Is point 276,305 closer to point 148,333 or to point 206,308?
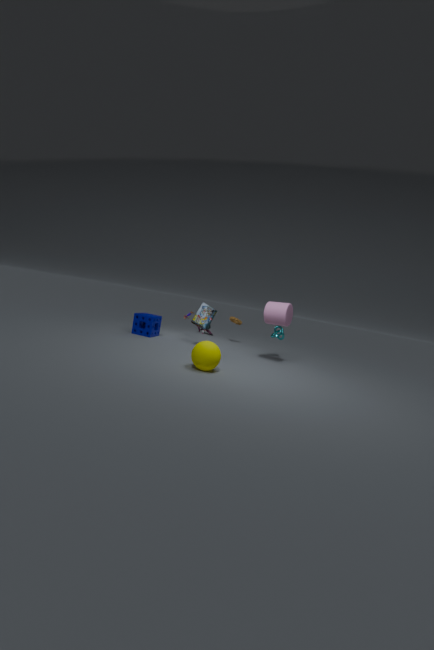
point 206,308
